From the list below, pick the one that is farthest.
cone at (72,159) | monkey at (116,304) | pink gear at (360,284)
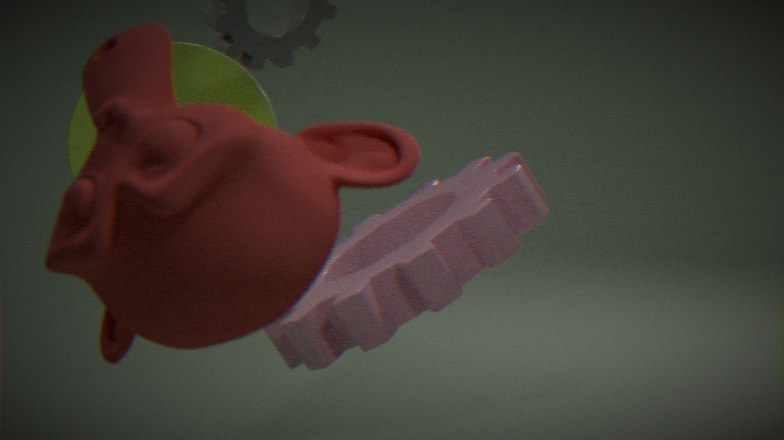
cone at (72,159)
